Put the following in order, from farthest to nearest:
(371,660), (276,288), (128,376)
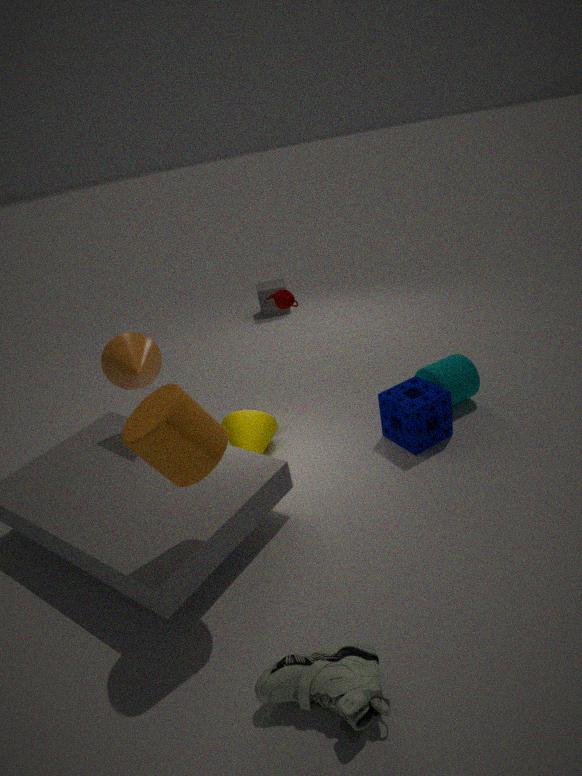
(276,288) < (128,376) < (371,660)
